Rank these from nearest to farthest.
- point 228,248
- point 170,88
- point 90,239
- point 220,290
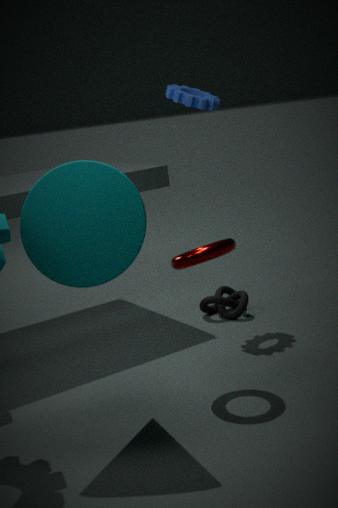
point 90,239
point 228,248
point 170,88
point 220,290
